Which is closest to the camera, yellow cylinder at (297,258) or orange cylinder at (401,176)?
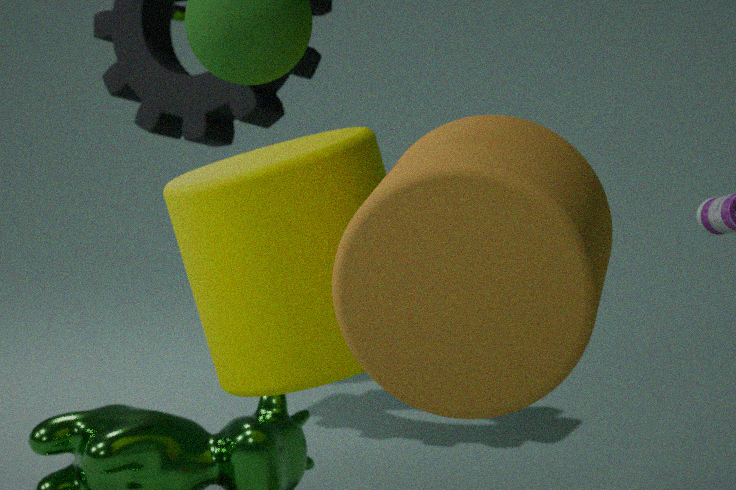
orange cylinder at (401,176)
